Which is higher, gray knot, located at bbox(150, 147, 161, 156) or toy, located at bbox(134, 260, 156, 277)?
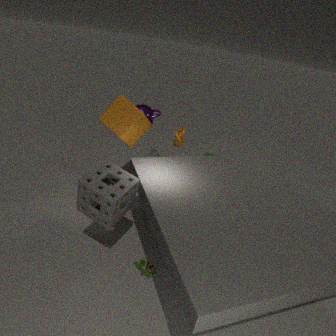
gray knot, located at bbox(150, 147, 161, 156)
